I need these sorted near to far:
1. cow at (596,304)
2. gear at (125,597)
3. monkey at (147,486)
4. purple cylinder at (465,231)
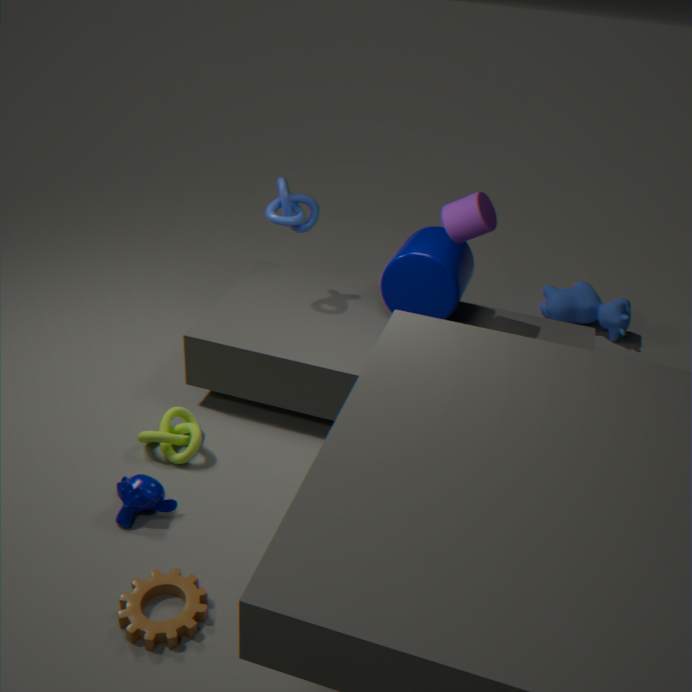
1. gear at (125,597)
2. monkey at (147,486)
3. purple cylinder at (465,231)
4. cow at (596,304)
